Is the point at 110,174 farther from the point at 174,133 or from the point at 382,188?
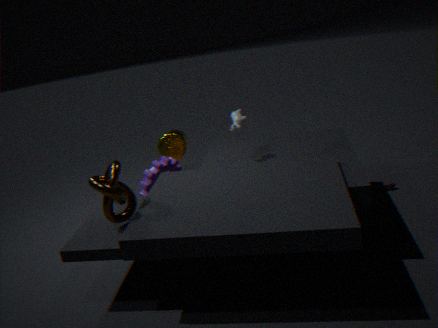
the point at 382,188
